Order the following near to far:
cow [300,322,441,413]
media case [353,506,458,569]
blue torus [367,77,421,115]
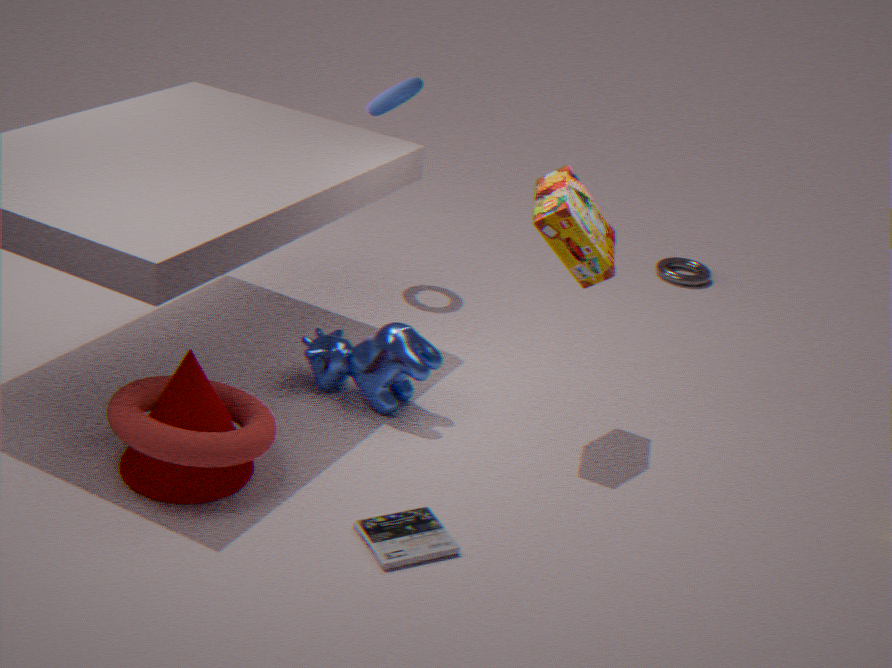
media case [353,506,458,569], cow [300,322,441,413], blue torus [367,77,421,115]
